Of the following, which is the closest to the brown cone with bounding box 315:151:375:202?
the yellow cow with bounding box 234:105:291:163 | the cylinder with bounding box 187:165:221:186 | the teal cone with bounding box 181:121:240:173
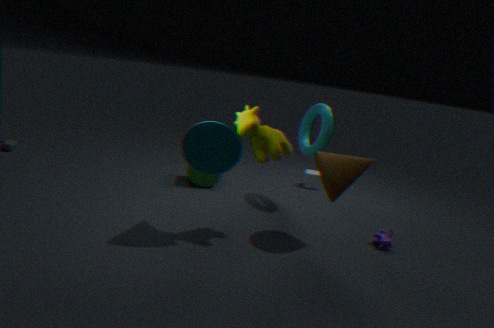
the yellow cow with bounding box 234:105:291:163
